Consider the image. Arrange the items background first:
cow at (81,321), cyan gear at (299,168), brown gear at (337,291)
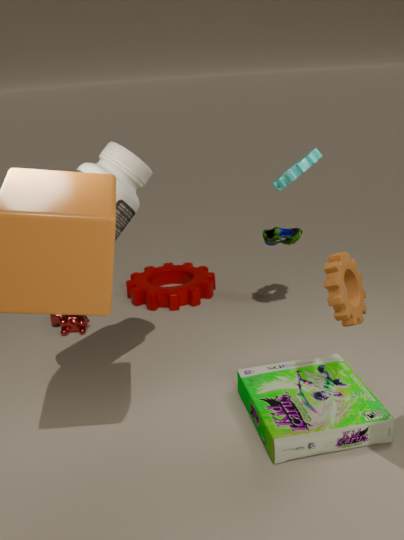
cow at (81,321), cyan gear at (299,168), brown gear at (337,291)
